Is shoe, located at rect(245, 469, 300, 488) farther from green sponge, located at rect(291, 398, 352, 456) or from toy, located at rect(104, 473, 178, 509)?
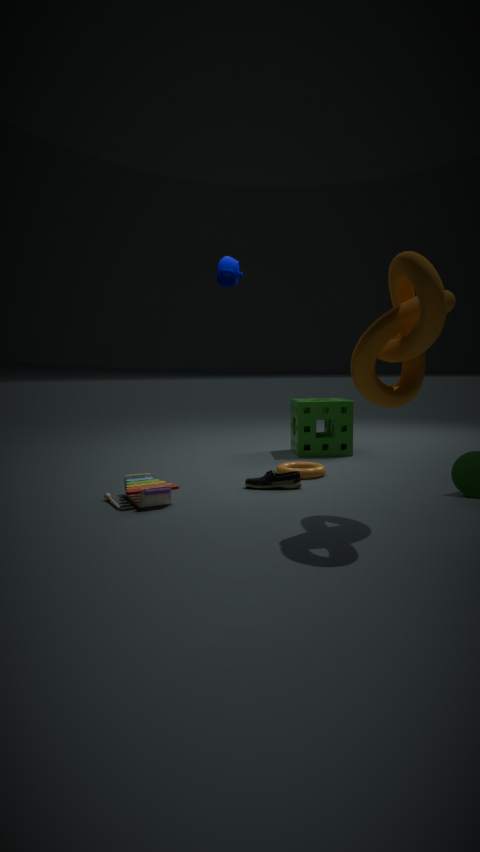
green sponge, located at rect(291, 398, 352, 456)
